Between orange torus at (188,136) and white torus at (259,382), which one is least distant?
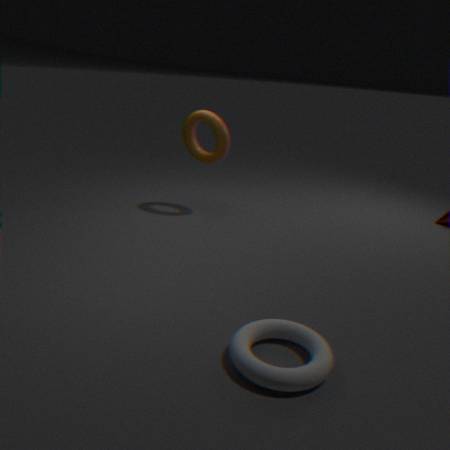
white torus at (259,382)
